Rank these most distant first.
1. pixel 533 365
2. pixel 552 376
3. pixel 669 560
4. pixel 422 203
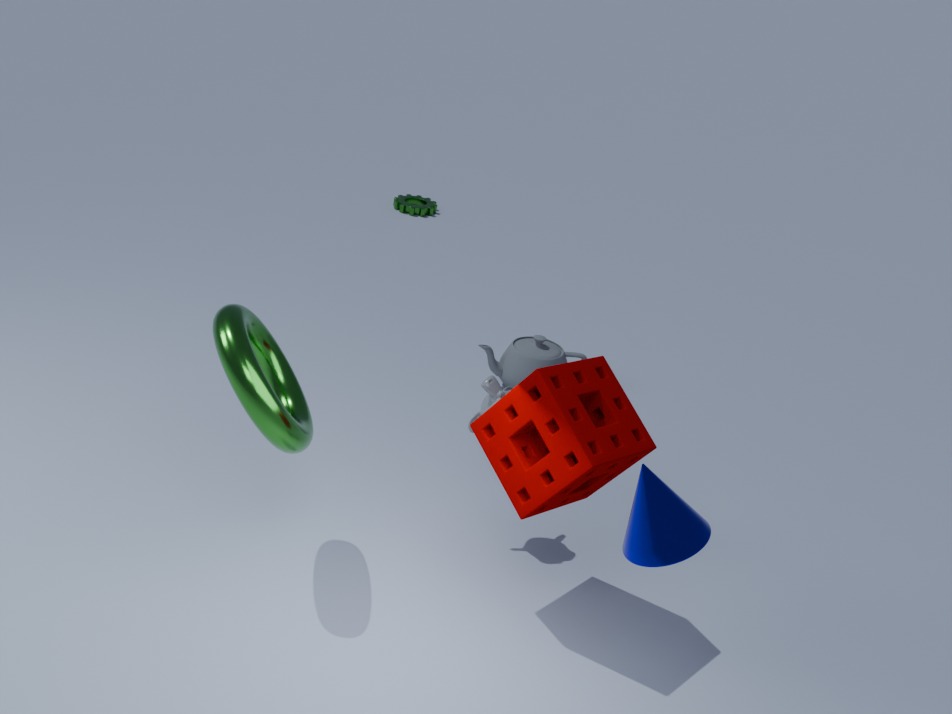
pixel 422 203 < pixel 533 365 < pixel 552 376 < pixel 669 560
